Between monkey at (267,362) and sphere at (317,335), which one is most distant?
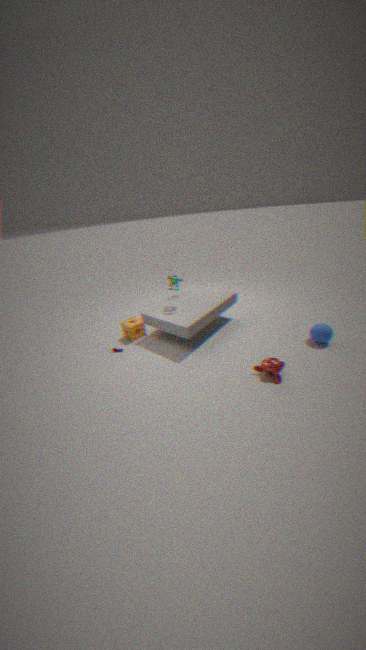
sphere at (317,335)
